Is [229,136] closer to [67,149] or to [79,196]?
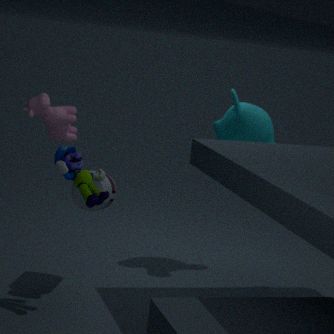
[79,196]
